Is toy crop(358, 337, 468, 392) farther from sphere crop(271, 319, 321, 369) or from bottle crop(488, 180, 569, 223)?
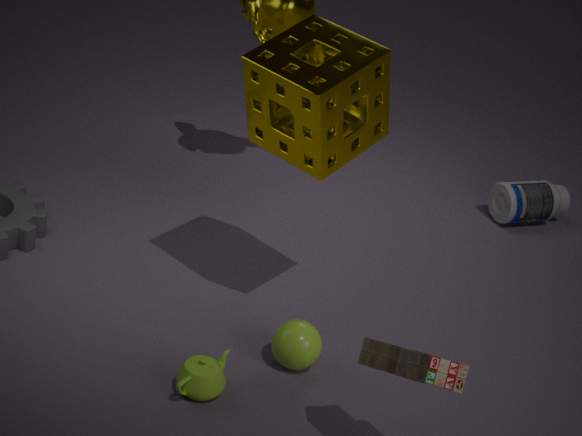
bottle crop(488, 180, 569, 223)
